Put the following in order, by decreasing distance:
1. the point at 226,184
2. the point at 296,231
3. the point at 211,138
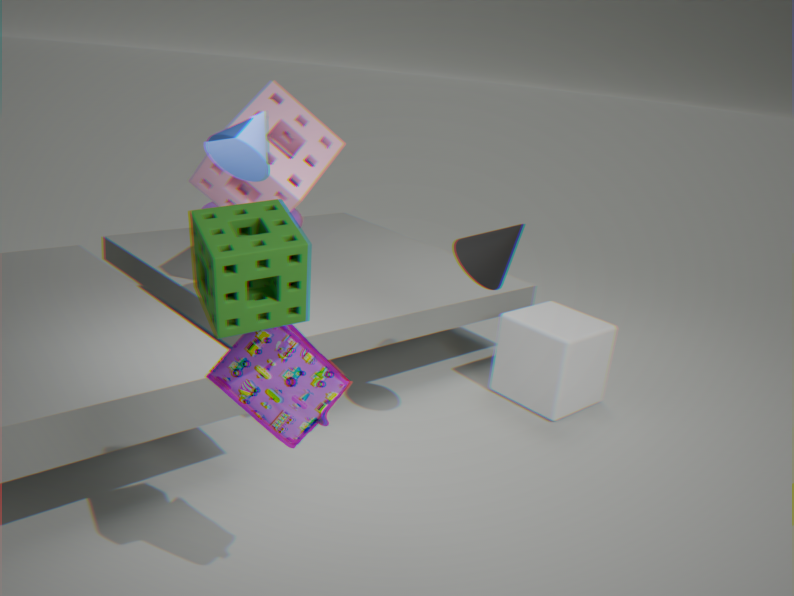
the point at 226,184 → the point at 211,138 → the point at 296,231
